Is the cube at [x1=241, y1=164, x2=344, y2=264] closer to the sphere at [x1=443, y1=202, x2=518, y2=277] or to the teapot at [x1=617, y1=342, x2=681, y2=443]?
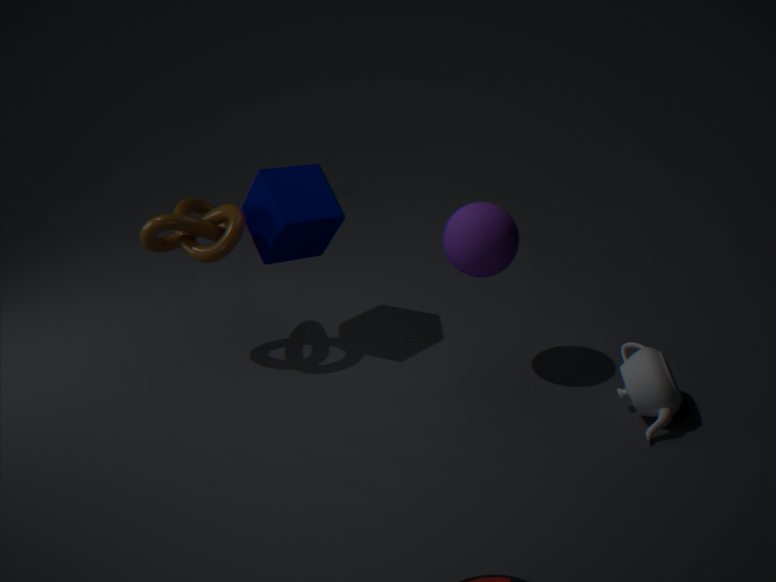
the sphere at [x1=443, y1=202, x2=518, y2=277]
